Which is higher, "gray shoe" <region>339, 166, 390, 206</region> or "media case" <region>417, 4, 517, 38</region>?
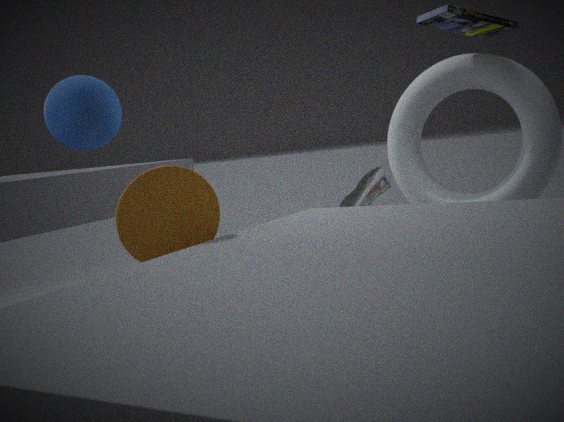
"media case" <region>417, 4, 517, 38</region>
